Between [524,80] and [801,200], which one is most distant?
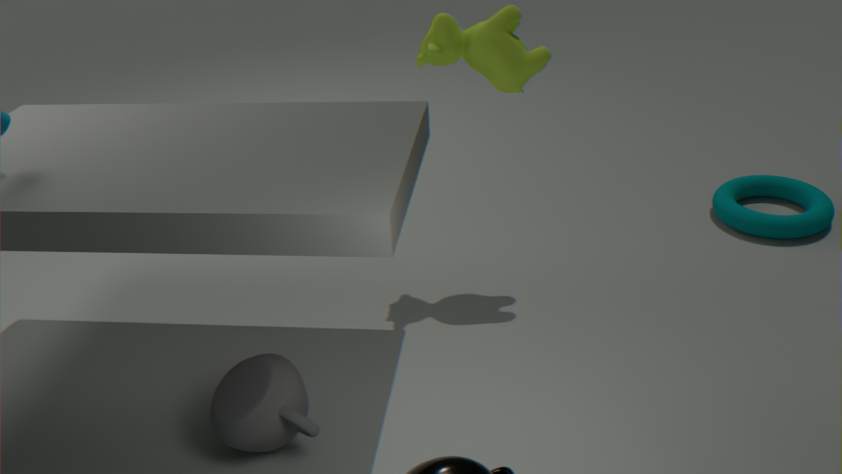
[801,200]
